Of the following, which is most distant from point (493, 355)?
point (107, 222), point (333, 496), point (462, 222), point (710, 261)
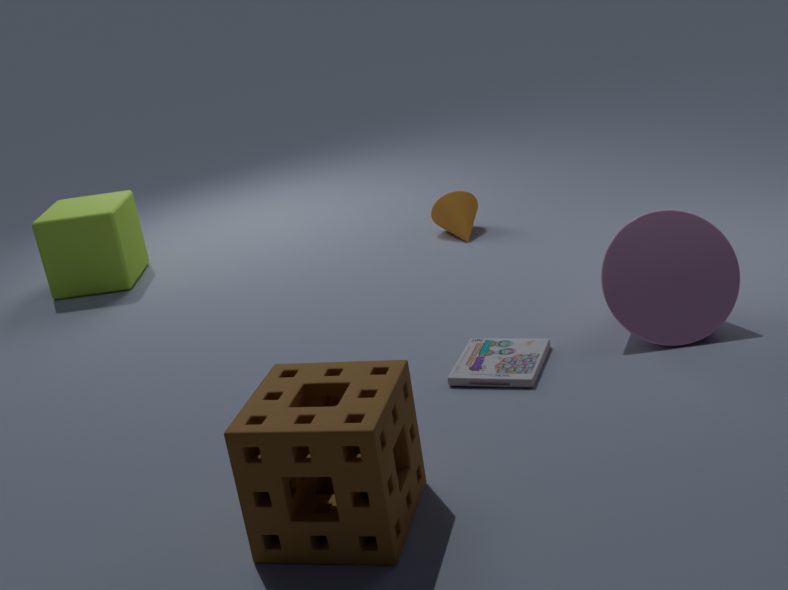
point (107, 222)
